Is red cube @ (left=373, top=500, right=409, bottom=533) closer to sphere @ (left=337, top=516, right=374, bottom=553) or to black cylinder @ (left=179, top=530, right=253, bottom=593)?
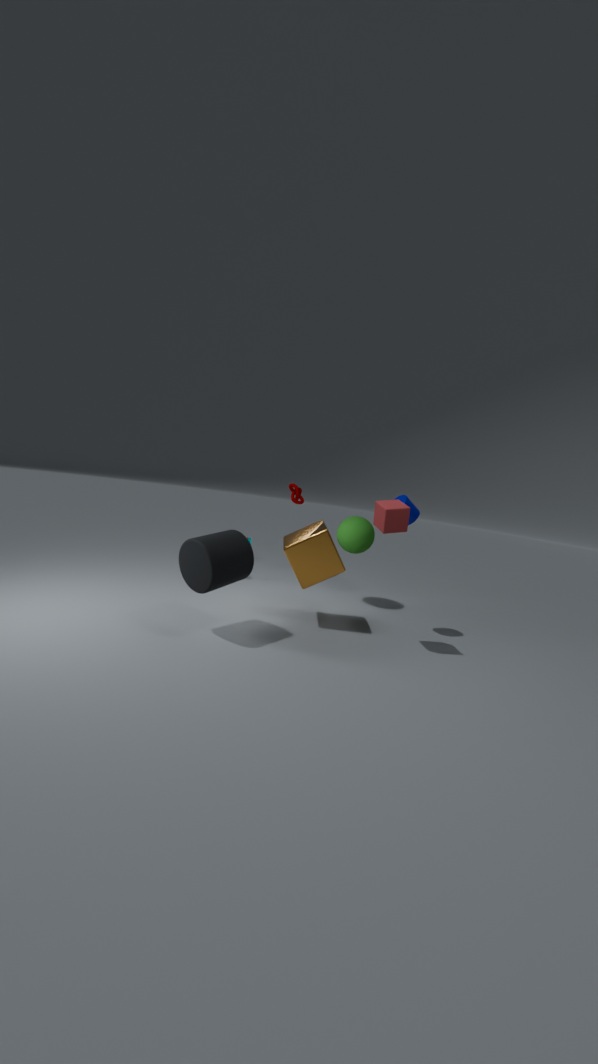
sphere @ (left=337, top=516, right=374, bottom=553)
